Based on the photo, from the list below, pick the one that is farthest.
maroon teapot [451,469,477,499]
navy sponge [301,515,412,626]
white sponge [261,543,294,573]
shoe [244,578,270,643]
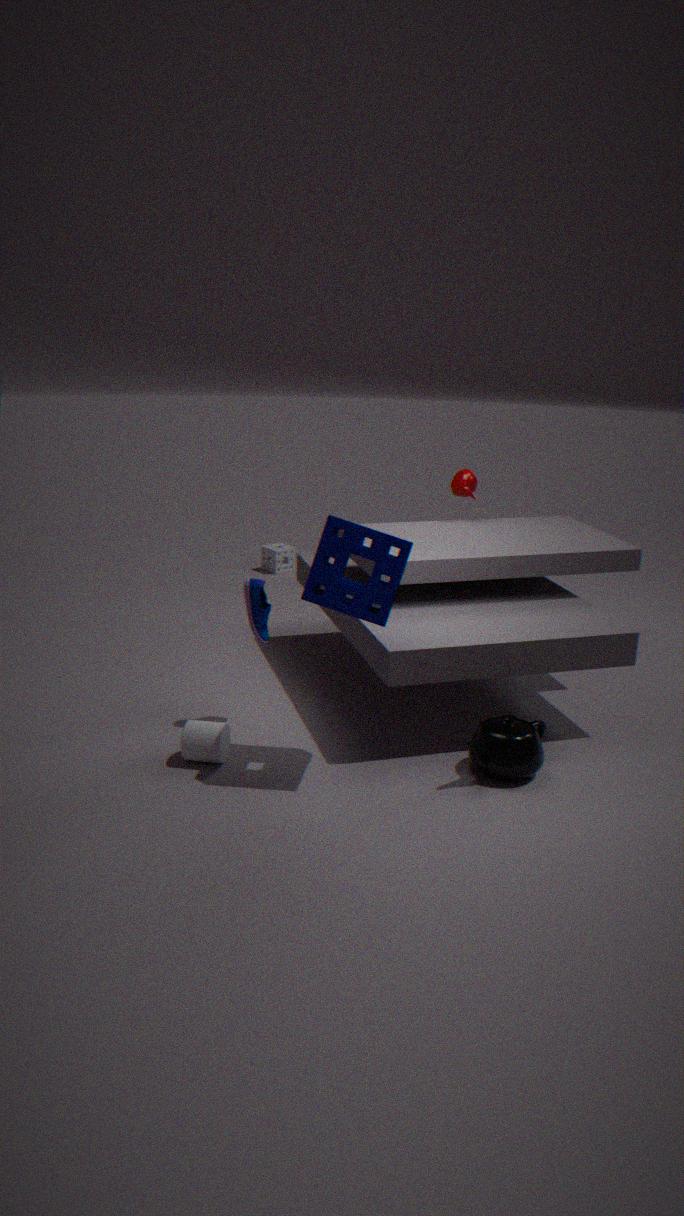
white sponge [261,543,294,573]
